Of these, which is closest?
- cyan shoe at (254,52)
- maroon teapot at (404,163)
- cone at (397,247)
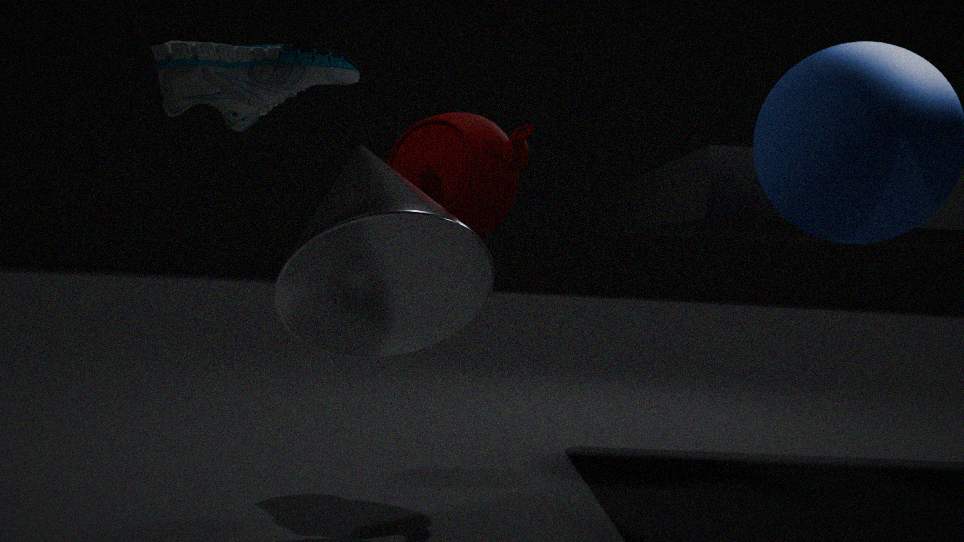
cyan shoe at (254,52)
